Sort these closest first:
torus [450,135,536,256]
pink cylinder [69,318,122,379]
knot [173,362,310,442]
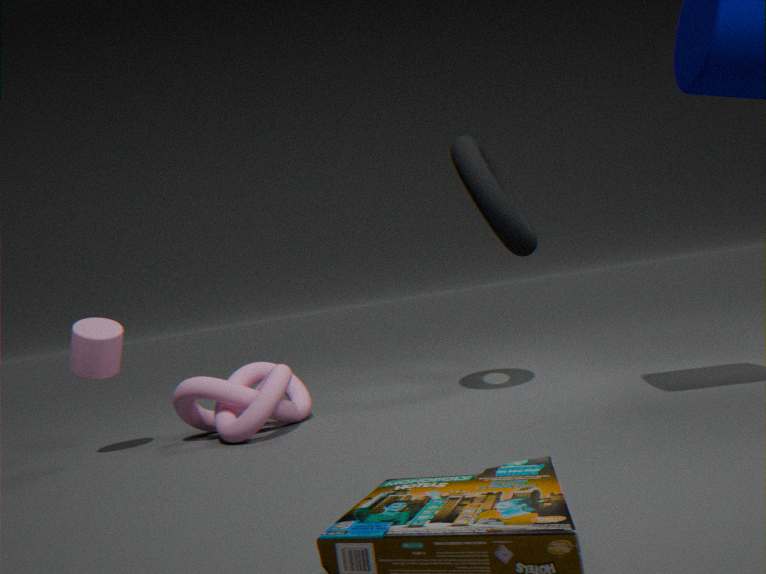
1. knot [173,362,310,442]
2. torus [450,135,536,256]
3. pink cylinder [69,318,122,379]
